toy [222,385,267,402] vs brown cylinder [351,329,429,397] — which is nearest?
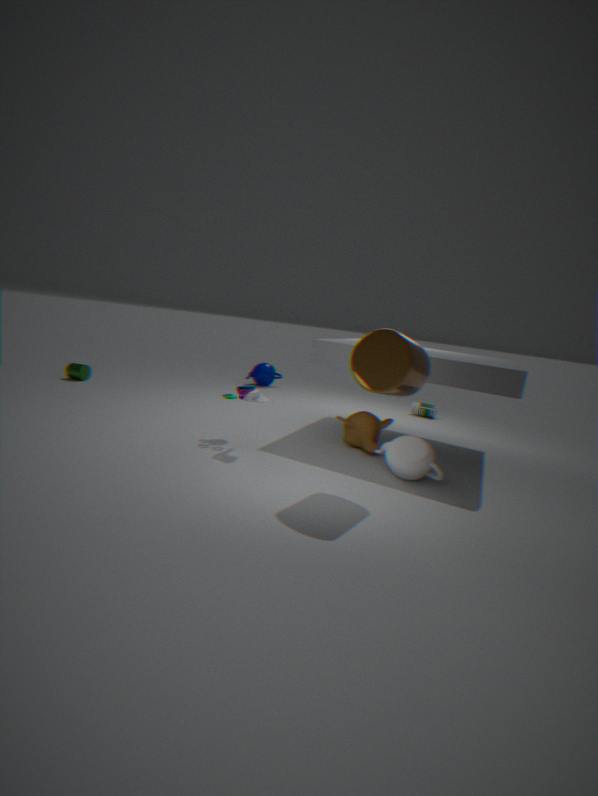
brown cylinder [351,329,429,397]
